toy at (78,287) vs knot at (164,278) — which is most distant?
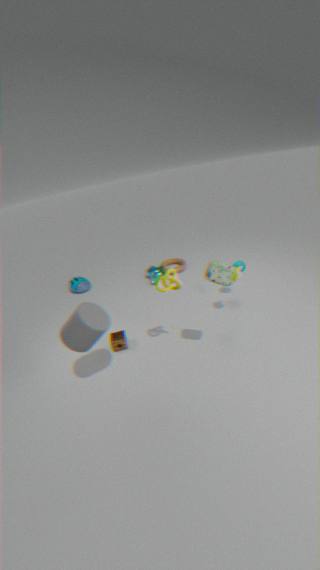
toy at (78,287)
